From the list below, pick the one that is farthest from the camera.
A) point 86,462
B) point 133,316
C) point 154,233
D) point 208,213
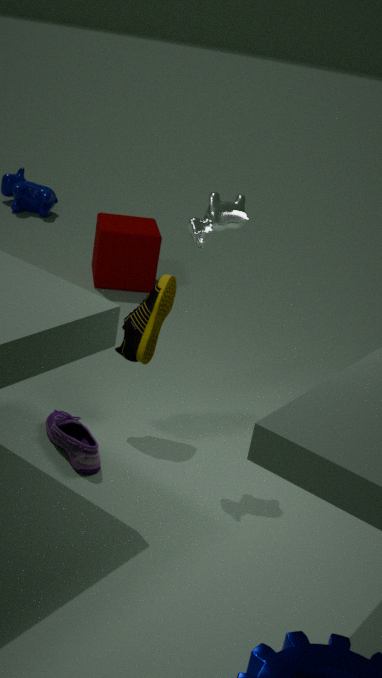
point 154,233
